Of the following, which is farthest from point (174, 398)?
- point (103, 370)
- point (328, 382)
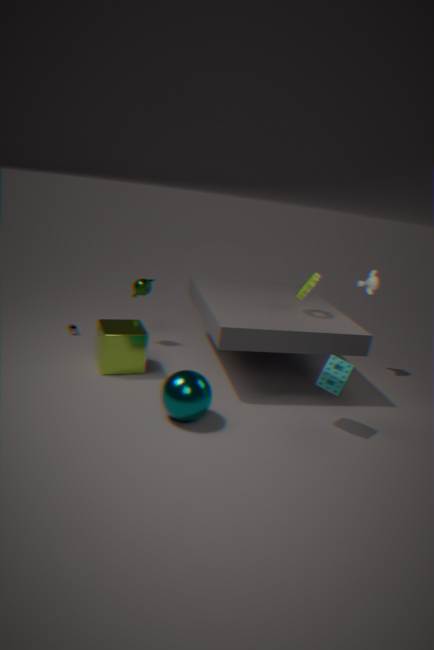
point (328, 382)
